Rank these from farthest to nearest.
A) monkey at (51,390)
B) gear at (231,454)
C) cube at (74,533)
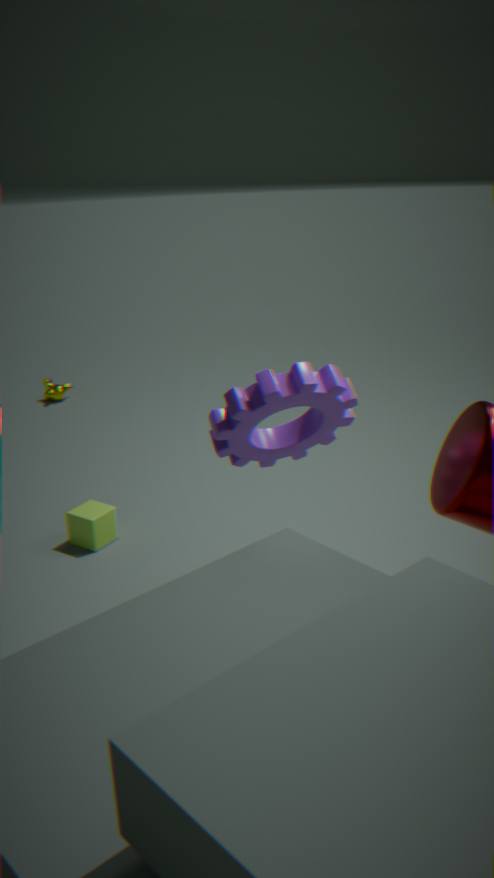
1. monkey at (51,390)
2. cube at (74,533)
3. gear at (231,454)
